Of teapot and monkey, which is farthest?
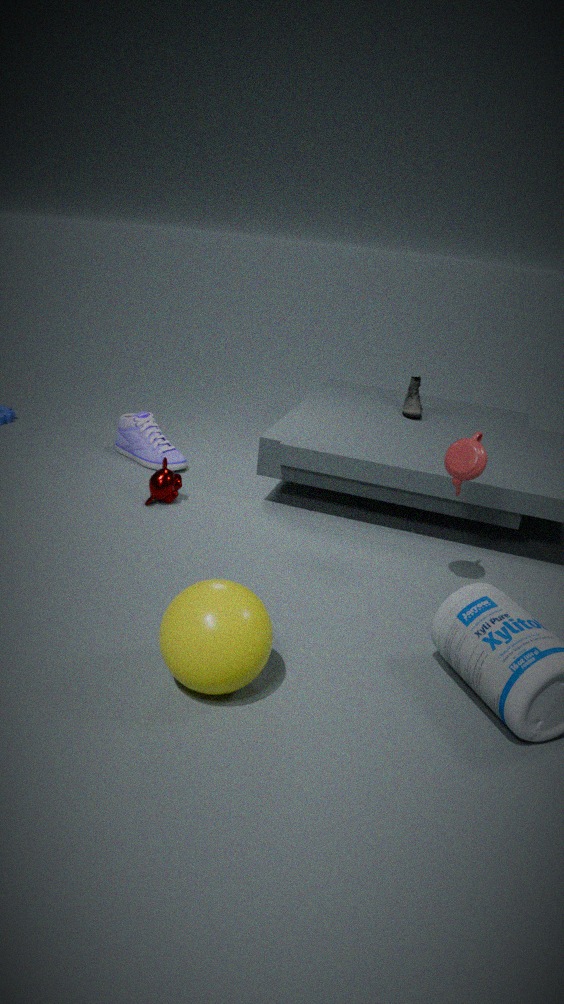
monkey
